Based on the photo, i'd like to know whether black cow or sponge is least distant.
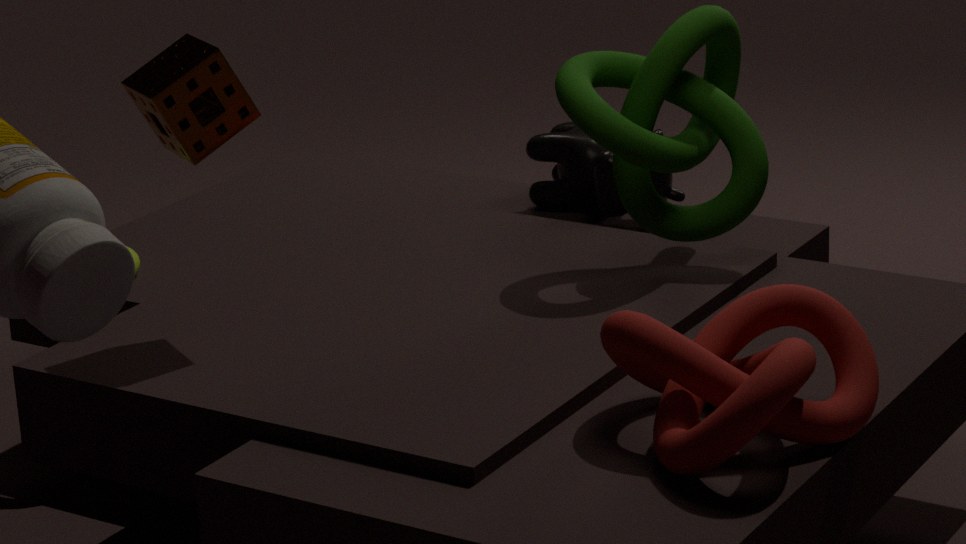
sponge
